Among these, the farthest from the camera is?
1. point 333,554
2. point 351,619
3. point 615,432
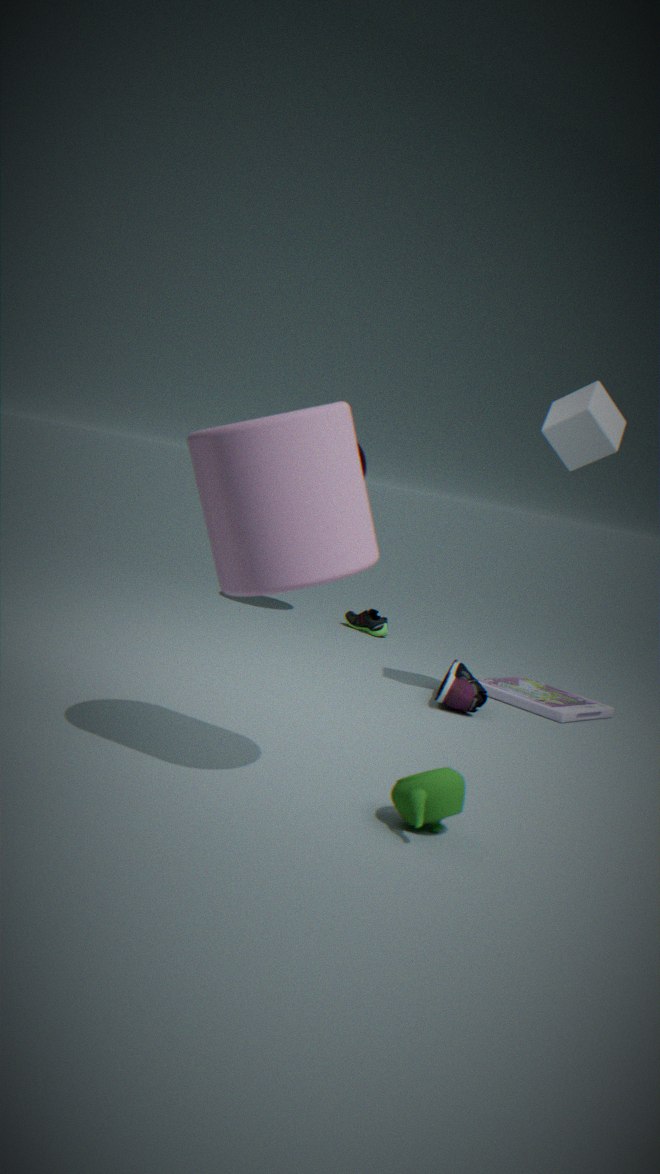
point 351,619
